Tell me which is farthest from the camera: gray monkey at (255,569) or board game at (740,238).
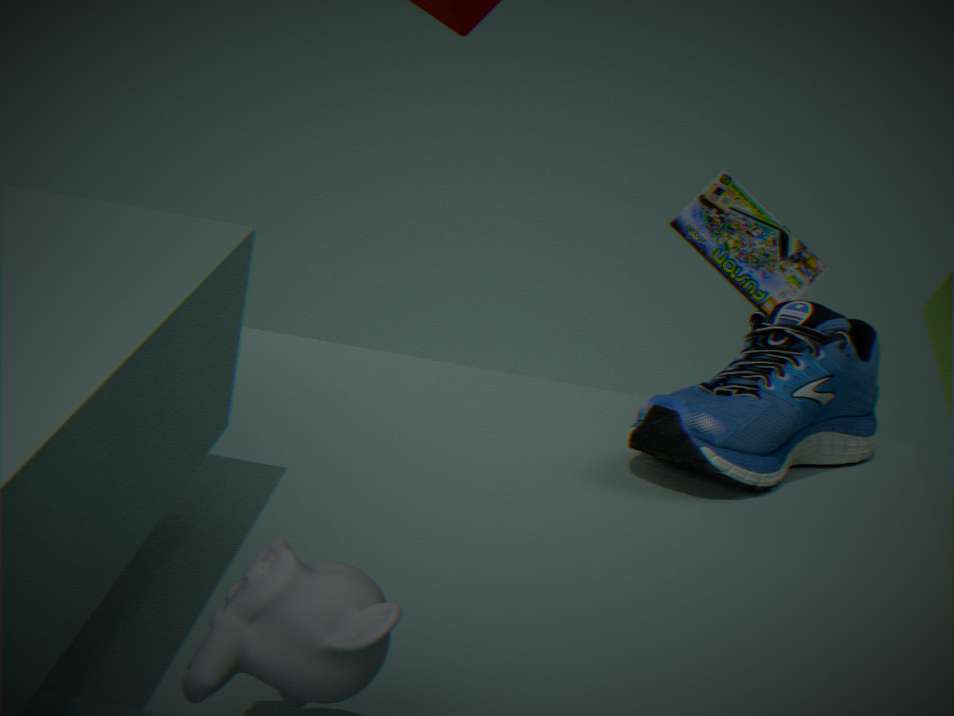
board game at (740,238)
